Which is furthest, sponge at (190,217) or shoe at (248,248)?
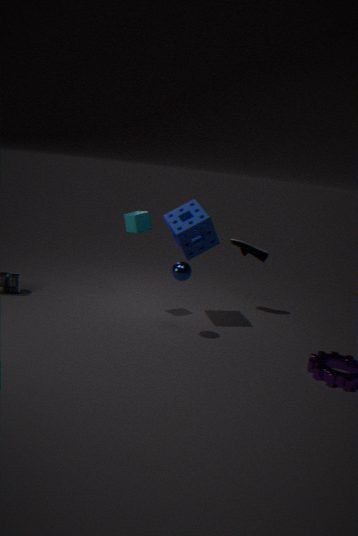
shoe at (248,248)
